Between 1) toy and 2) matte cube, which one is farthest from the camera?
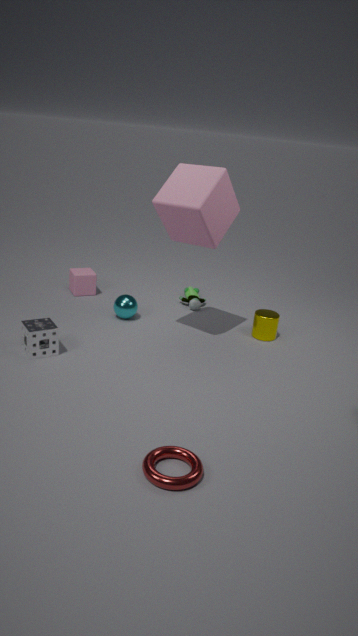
1. toy
